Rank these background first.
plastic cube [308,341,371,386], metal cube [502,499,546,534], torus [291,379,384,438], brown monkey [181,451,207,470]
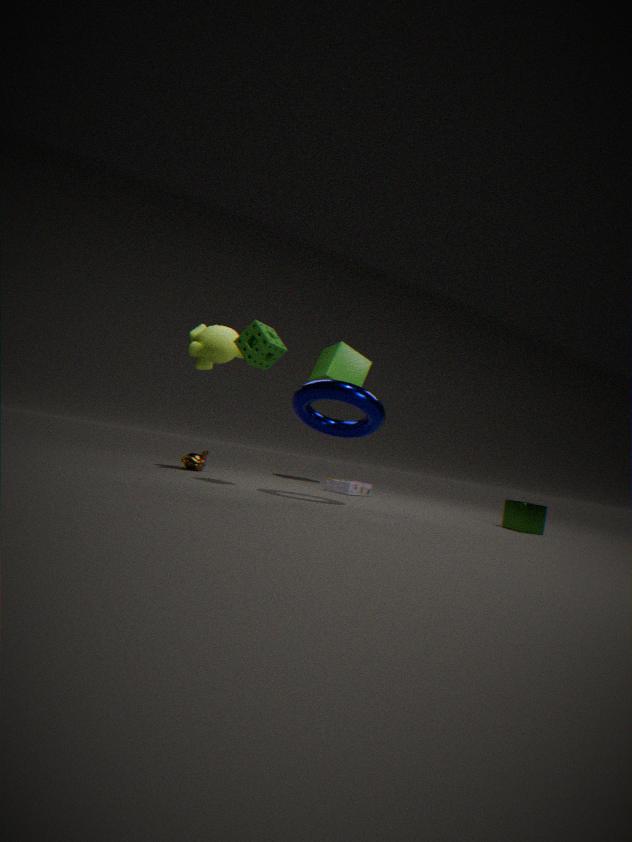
plastic cube [308,341,371,386] → brown monkey [181,451,207,470] → metal cube [502,499,546,534] → torus [291,379,384,438]
